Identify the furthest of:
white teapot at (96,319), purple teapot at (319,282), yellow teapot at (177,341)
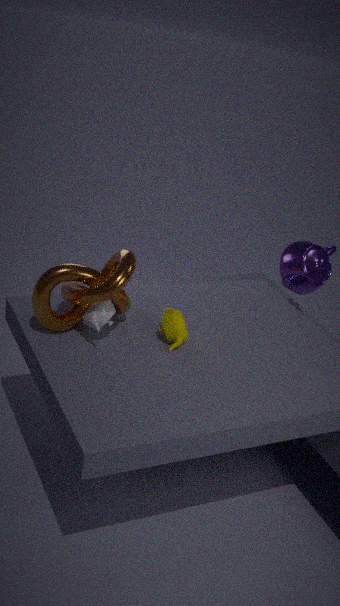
purple teapot at (319,282)
